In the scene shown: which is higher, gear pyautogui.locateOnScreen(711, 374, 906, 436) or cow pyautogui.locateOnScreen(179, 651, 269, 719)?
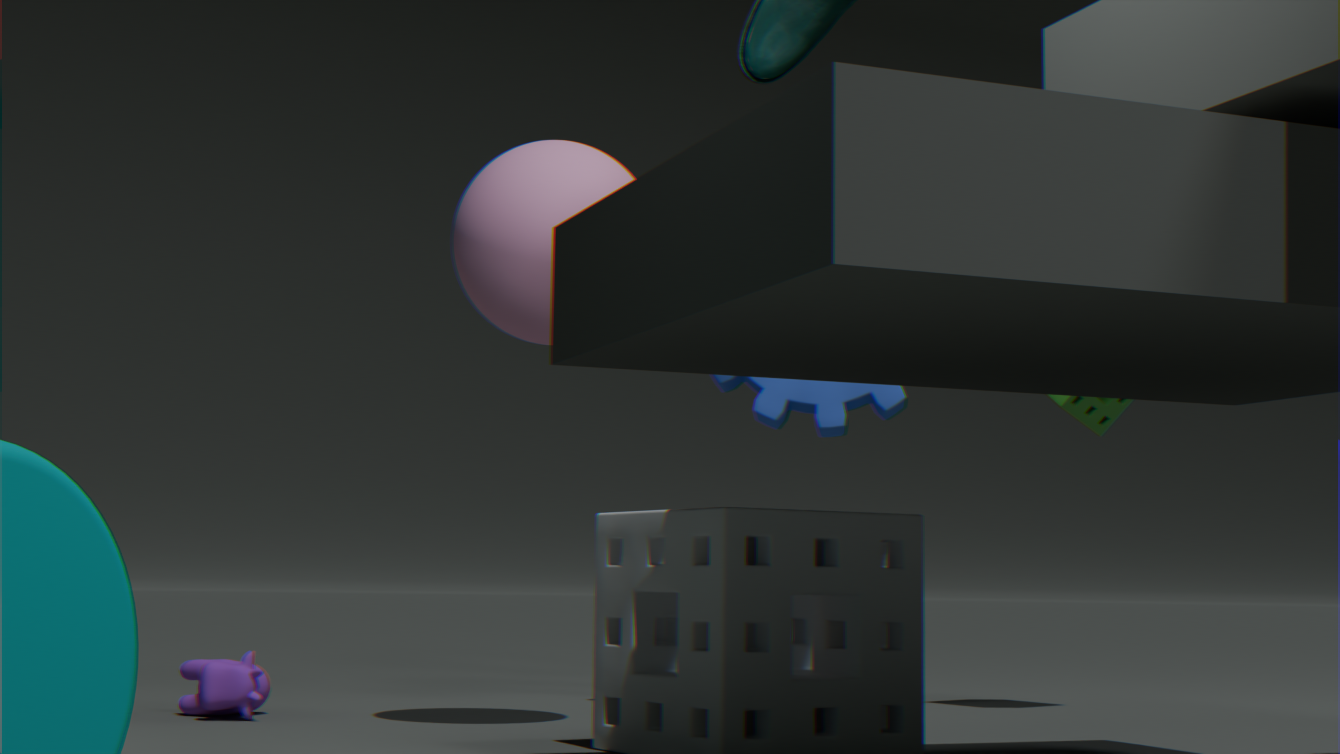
gear pyautogui.locateOnScreen(711, 374, 906, 436)
